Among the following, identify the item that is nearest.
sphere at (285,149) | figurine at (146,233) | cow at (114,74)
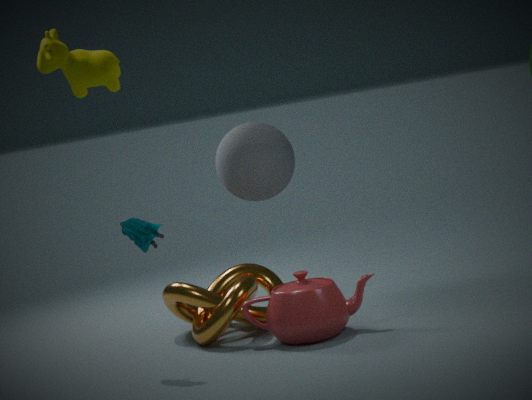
cow at (114,74)
